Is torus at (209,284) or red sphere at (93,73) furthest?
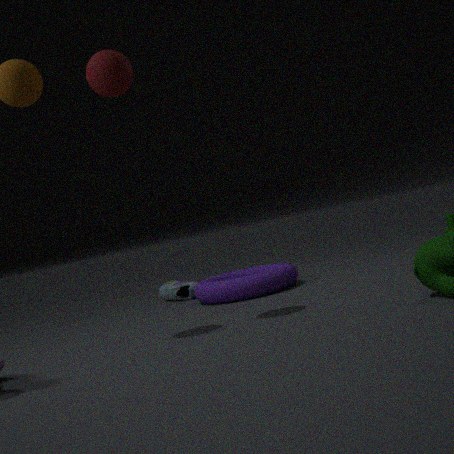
torus at (209,284)
